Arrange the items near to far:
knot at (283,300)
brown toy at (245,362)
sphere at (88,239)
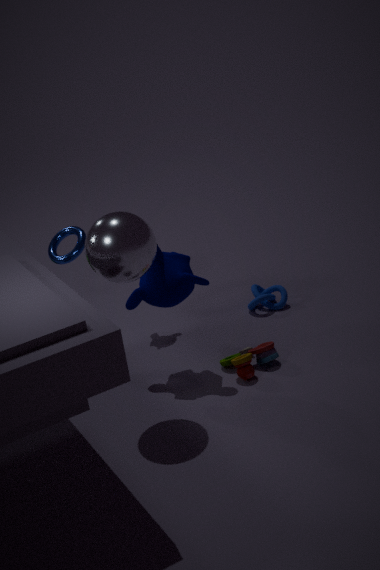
sphere at (88,239), brown toy at (245,362), knot at (283,300)
